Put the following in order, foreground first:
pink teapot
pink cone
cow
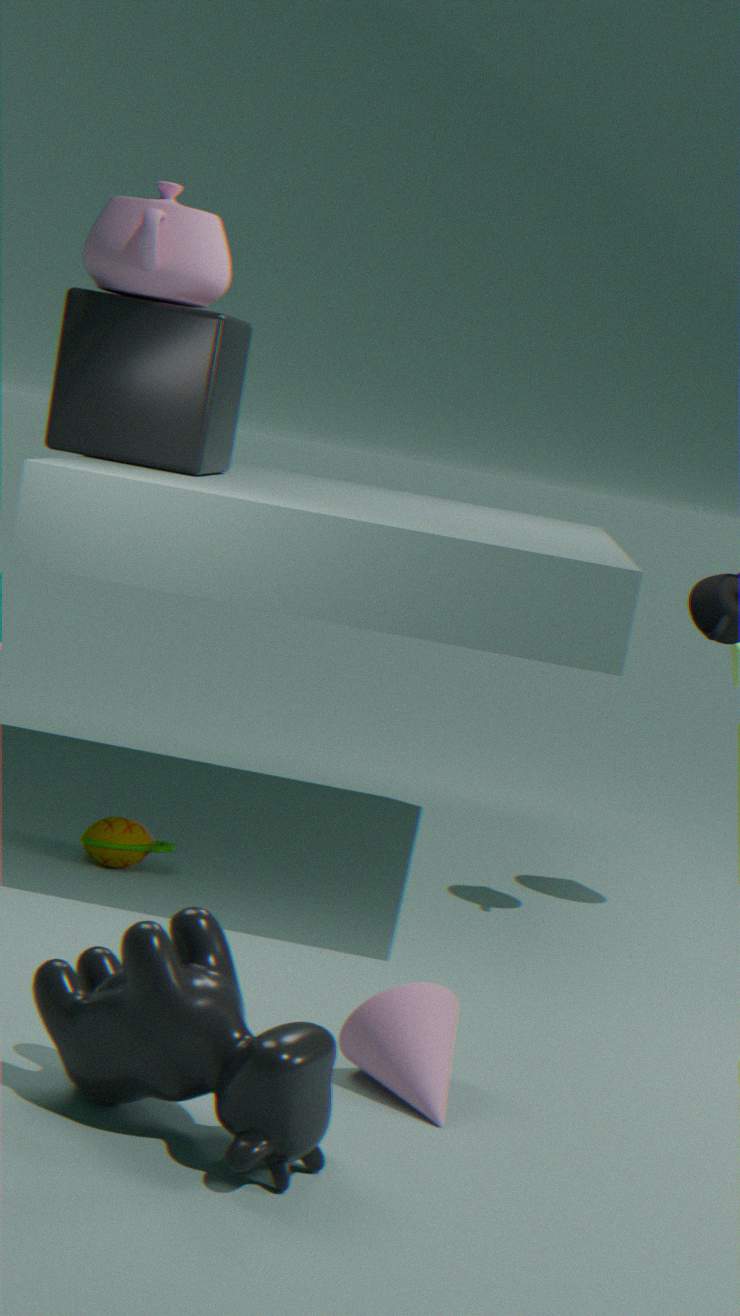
cow
pink cone
pink teapot
